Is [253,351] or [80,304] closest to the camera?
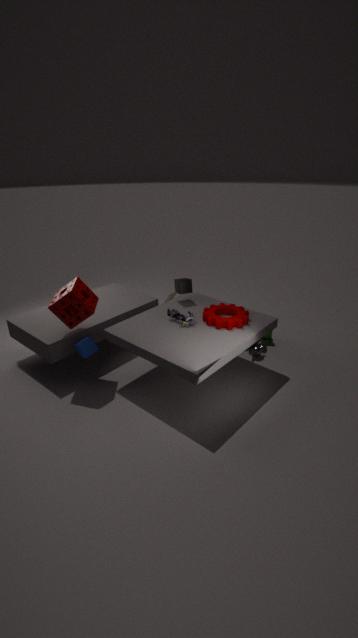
[80,304]
